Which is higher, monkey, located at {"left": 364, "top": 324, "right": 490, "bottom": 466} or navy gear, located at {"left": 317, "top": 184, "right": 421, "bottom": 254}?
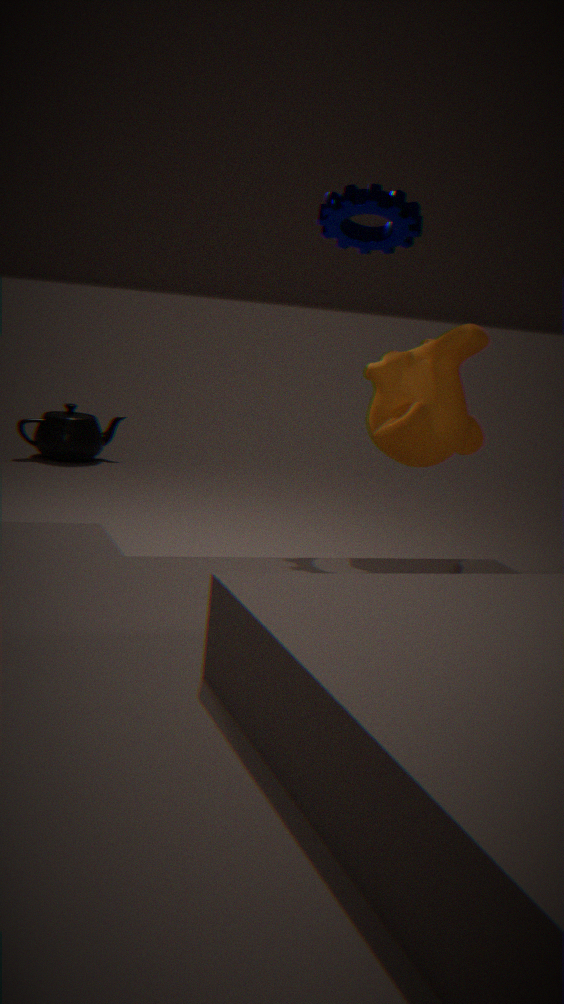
navy gear, located at {"left": 317, "top": 184, "right": 421, "bottom": 254}
